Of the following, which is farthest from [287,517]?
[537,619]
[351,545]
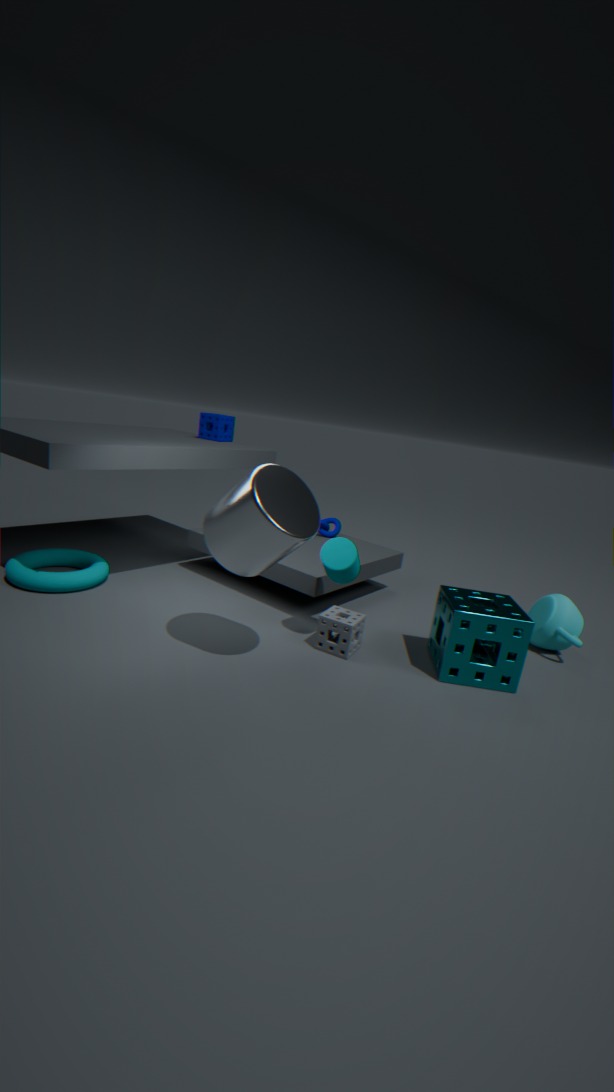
[537,619]
